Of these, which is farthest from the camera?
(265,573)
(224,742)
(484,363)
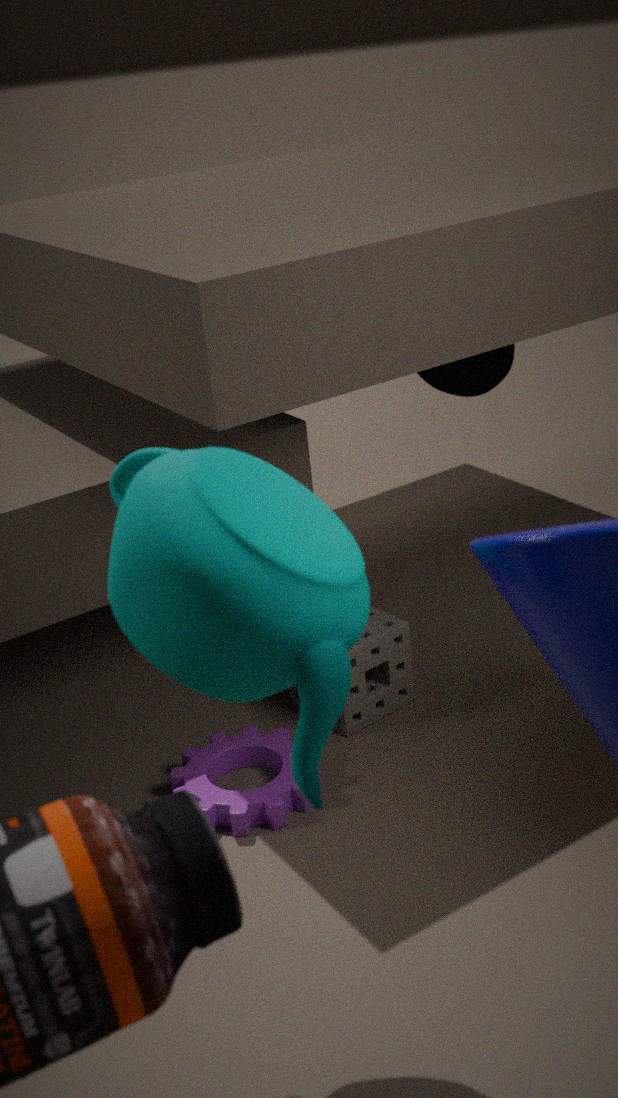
(484,363)
